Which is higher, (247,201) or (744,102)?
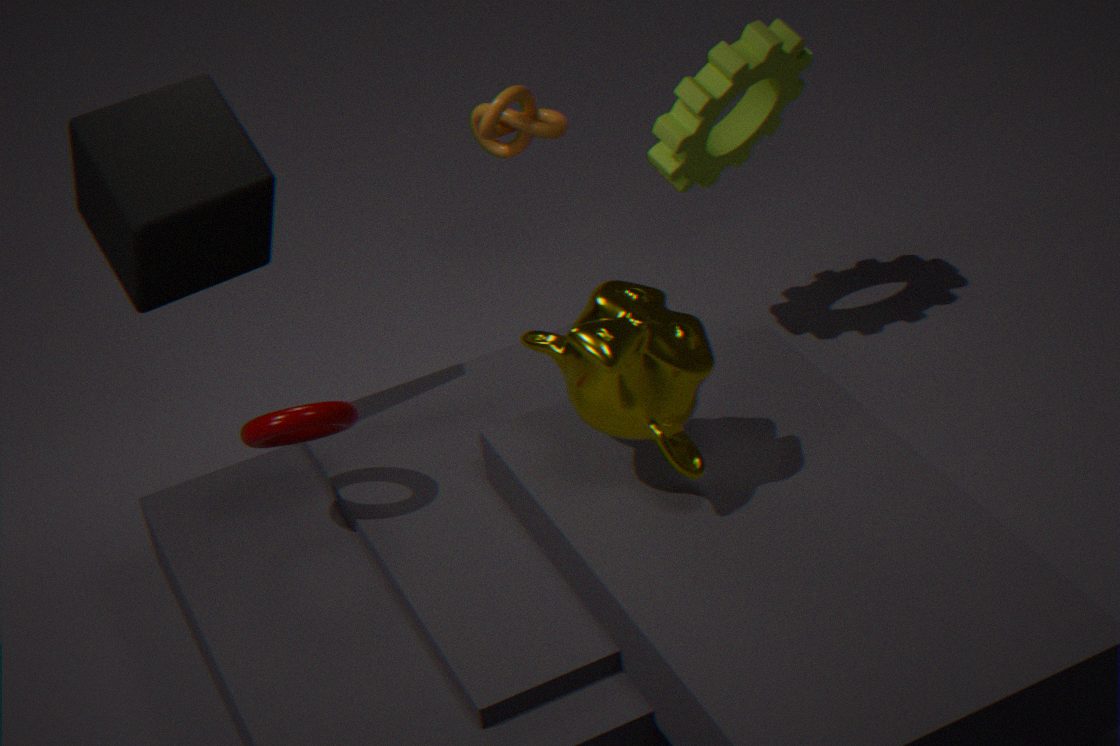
(247,201)
